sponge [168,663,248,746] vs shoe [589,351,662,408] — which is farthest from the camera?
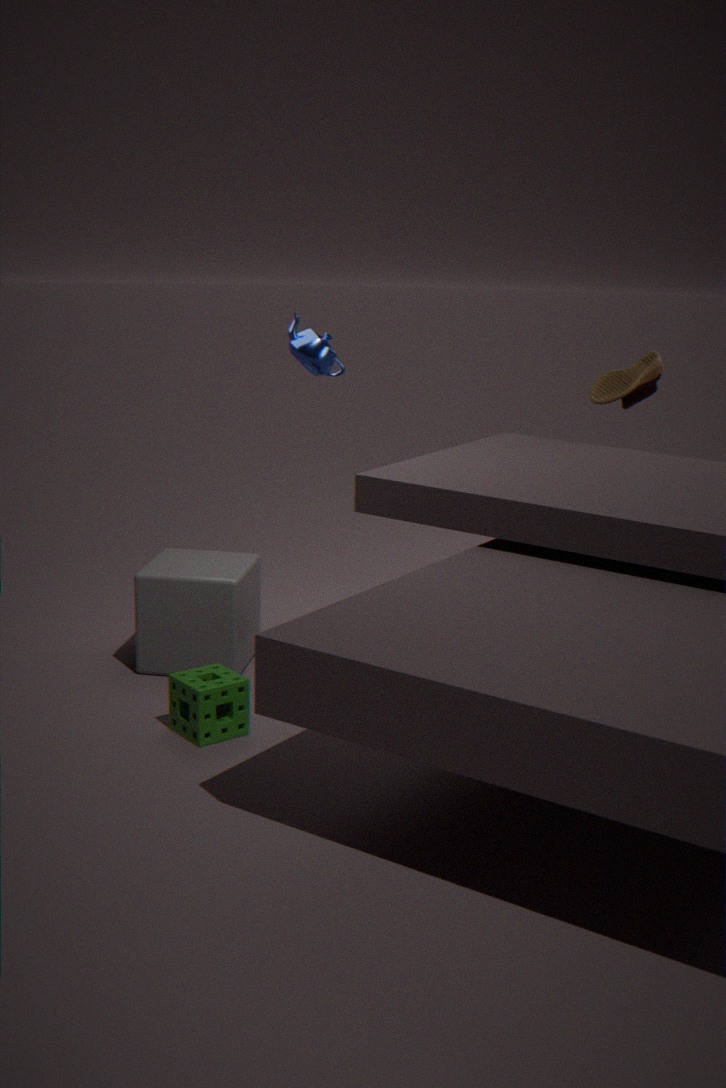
shoe [589,351,662,408]
